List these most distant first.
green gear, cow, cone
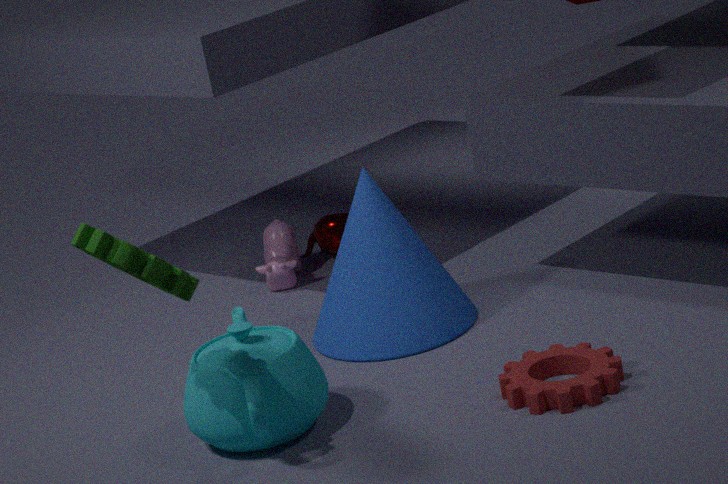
cow
cone
green gear
